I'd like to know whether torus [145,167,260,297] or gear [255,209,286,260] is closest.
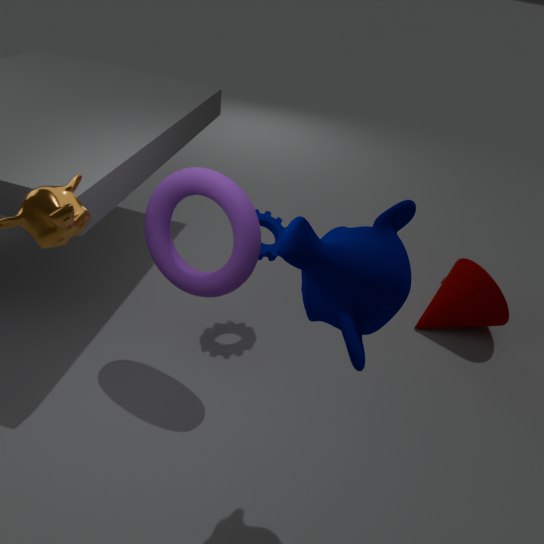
torus [145,167,260,297]
